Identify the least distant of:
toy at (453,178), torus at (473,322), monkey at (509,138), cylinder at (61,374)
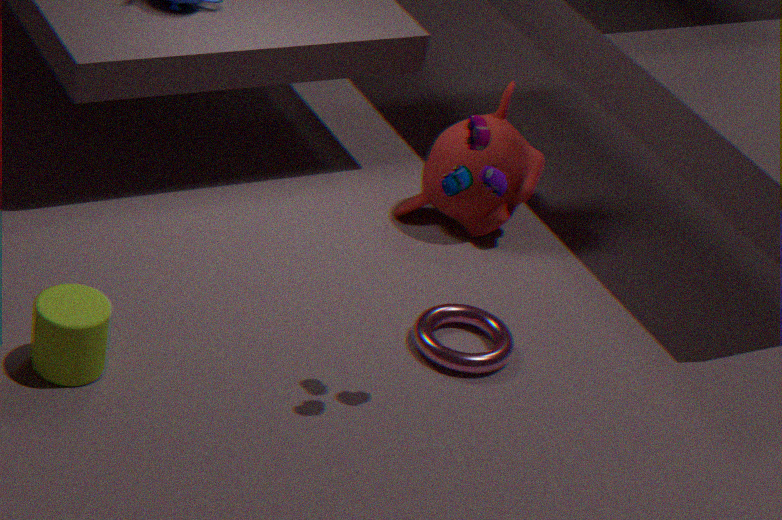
toy at (453,178)
